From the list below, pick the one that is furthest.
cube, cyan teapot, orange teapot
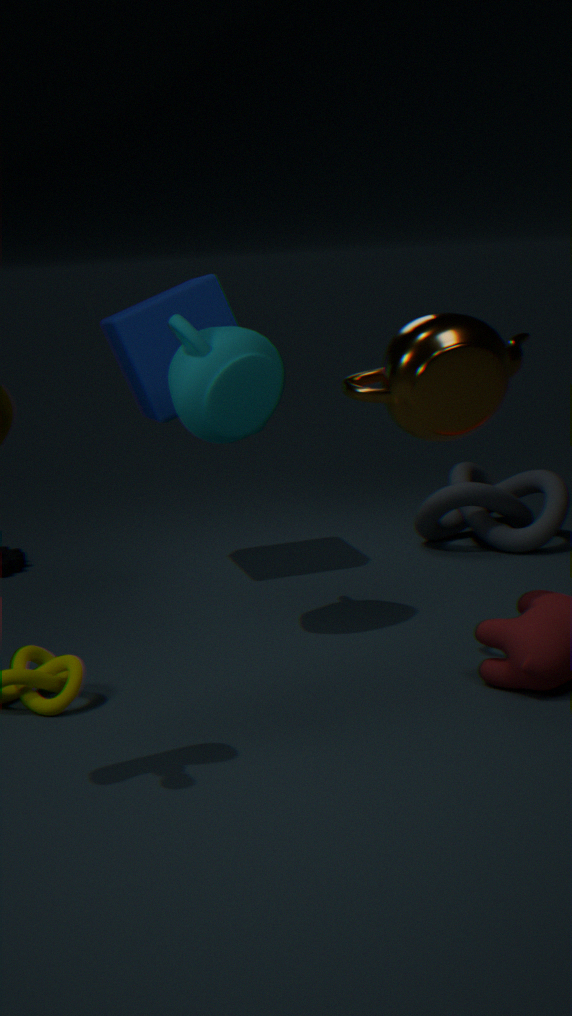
cube
